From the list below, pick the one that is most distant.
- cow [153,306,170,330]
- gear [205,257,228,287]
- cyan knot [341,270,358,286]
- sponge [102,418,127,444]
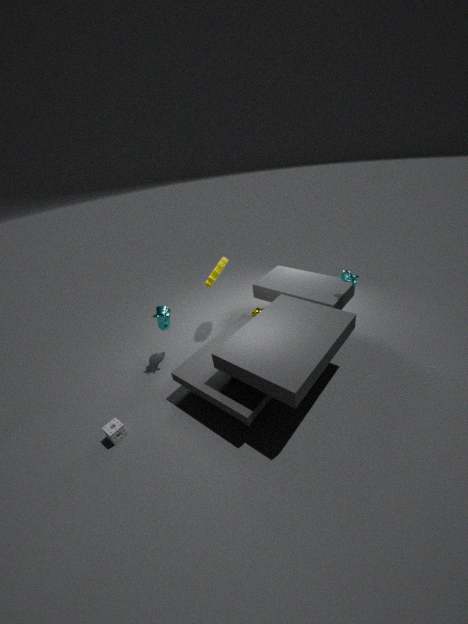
gear [205,257,228,287]
